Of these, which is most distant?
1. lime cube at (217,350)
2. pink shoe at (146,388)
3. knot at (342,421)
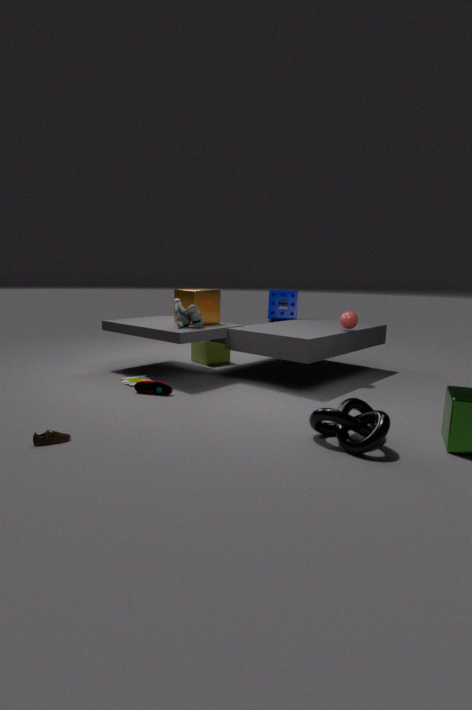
lime cube at (217,350)
